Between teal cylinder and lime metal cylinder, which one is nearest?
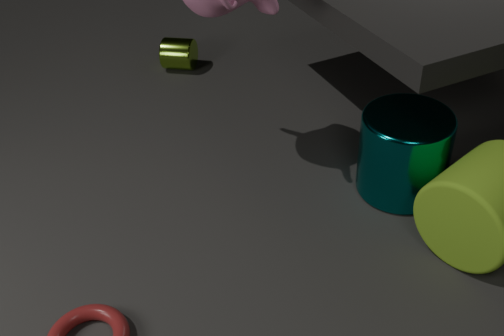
teal cylinder
